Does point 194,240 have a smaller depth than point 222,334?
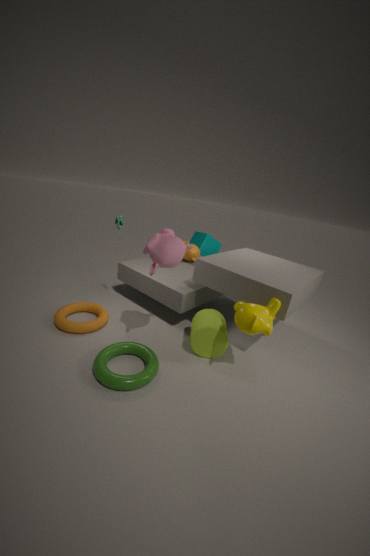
No
